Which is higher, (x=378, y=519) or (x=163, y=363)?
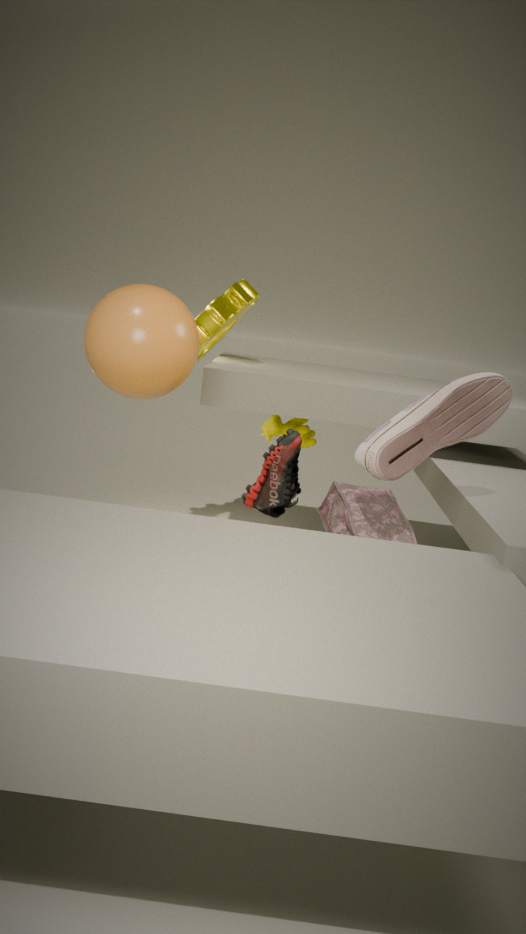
(x=163, y=363)
